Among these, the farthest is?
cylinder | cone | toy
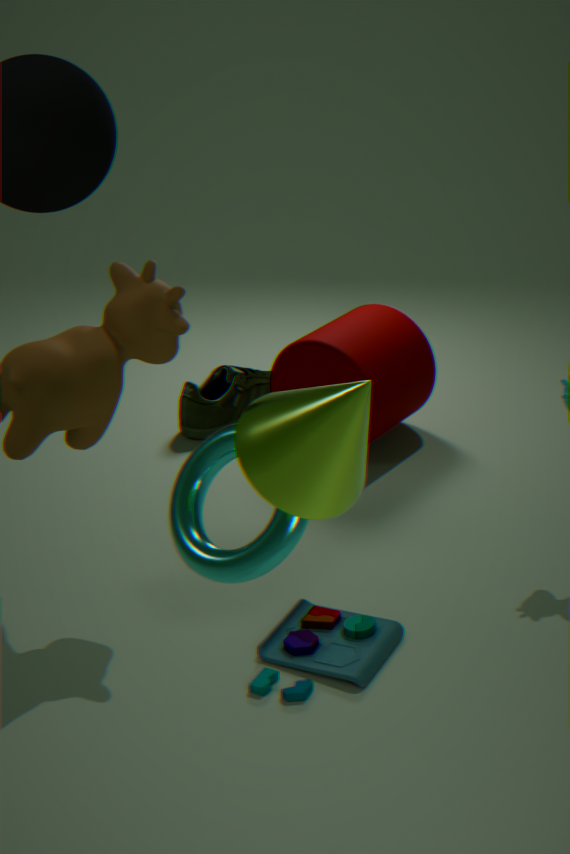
cylinder
